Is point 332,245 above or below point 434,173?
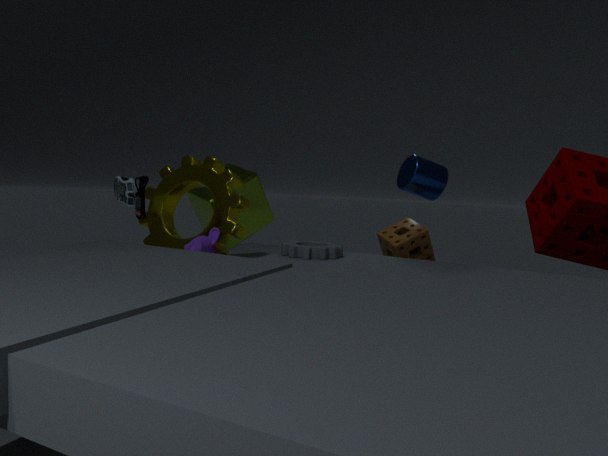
below
